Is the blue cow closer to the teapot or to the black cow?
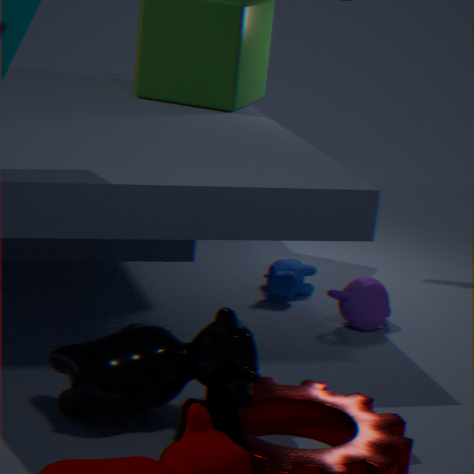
the teapot
